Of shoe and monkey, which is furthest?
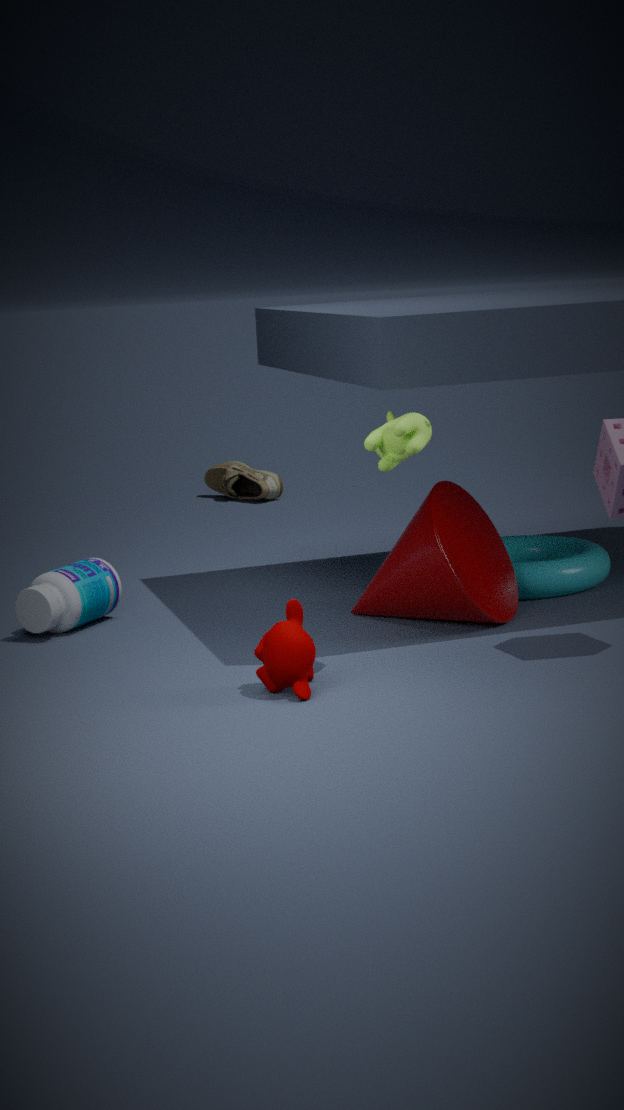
shoe
